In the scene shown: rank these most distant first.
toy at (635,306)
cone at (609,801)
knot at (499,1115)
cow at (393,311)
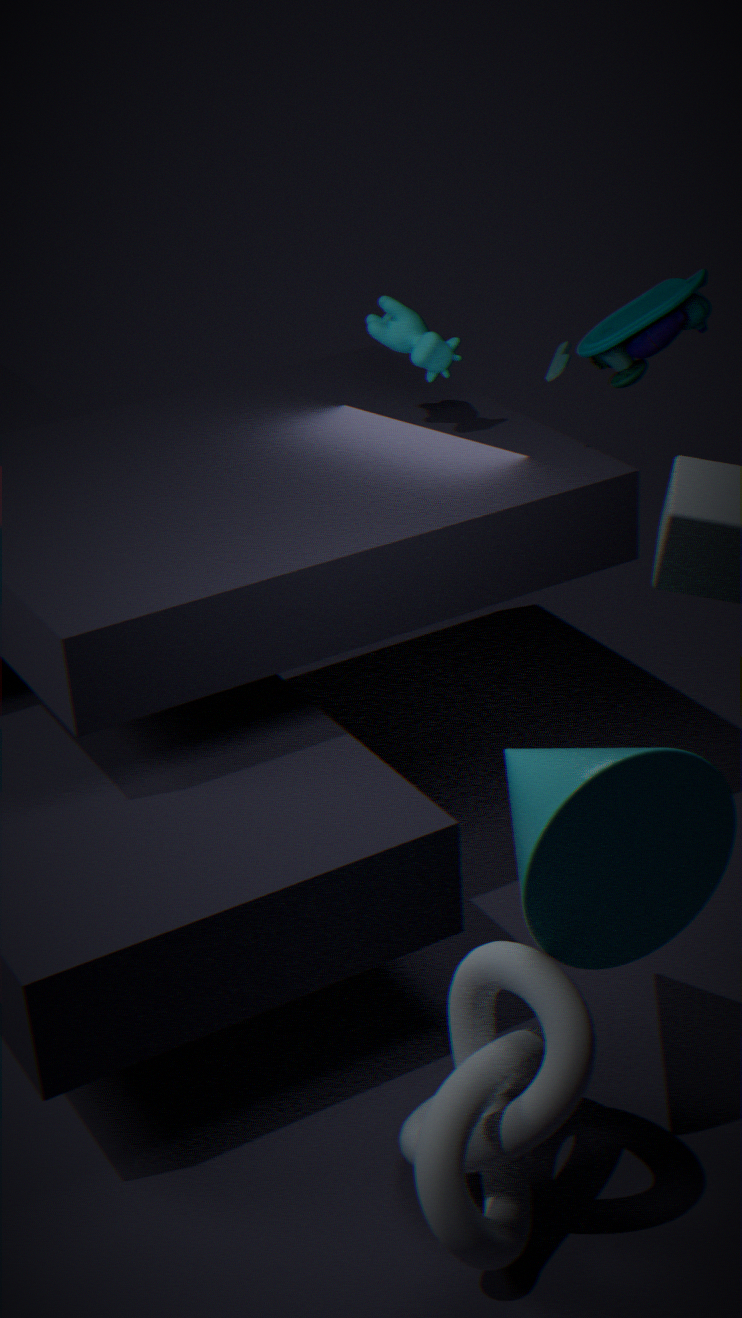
cow at (393,311)
toy at (635,306)
cone at (609,801)
knot at (499,1115)
